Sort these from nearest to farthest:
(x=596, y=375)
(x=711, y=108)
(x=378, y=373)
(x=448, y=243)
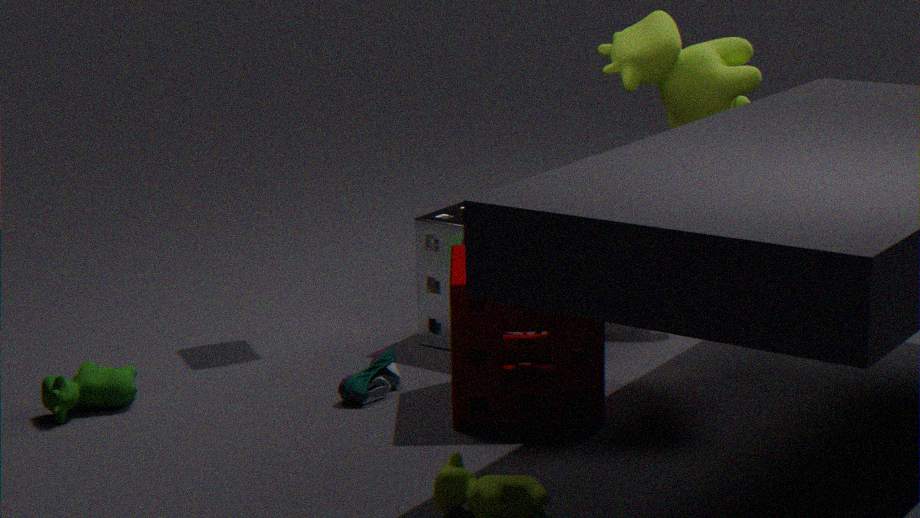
(x=596, y=375) < (x=378, y=373) < (x=448, y=243) < (x=711, y=108)
